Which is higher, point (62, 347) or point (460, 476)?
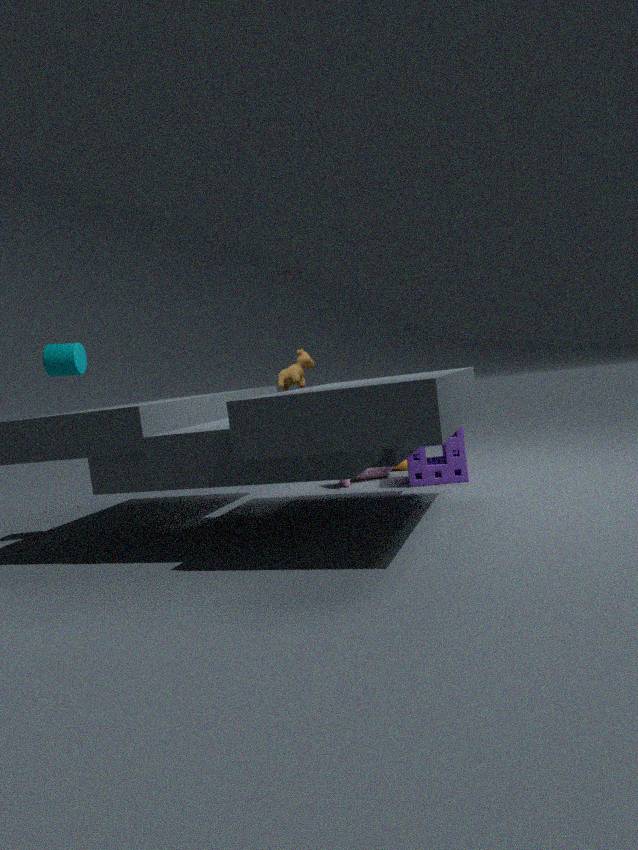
point (62, 347)
